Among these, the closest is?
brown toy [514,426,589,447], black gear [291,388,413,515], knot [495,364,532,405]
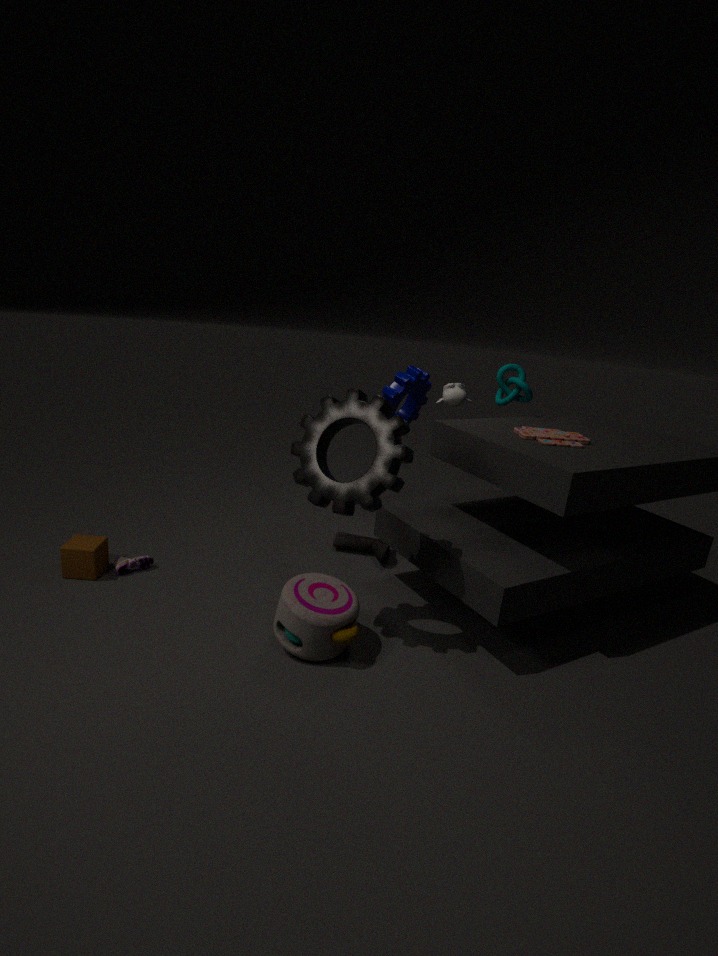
black gear [291,388,413,515]
